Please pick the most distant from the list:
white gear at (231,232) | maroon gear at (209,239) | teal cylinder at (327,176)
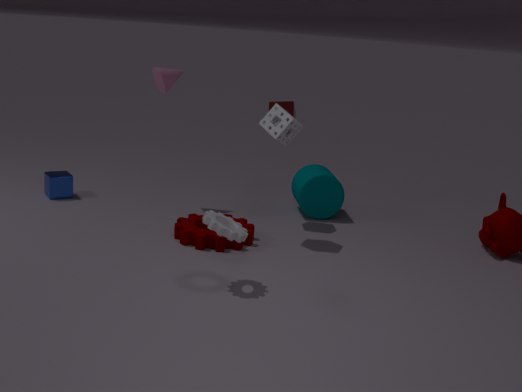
teal cylinder at (327,176)
